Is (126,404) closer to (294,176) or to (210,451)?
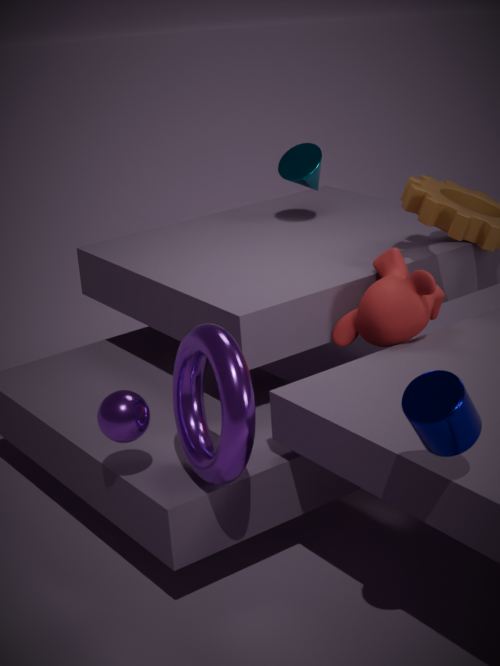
(210,451)
